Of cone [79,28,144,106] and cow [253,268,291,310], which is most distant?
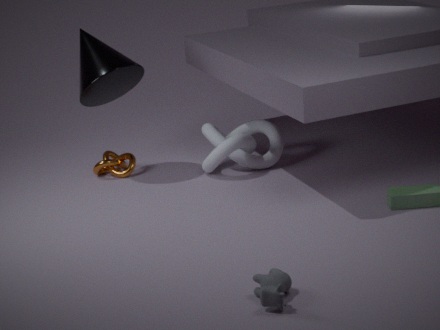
cone [79,28,144,106]
